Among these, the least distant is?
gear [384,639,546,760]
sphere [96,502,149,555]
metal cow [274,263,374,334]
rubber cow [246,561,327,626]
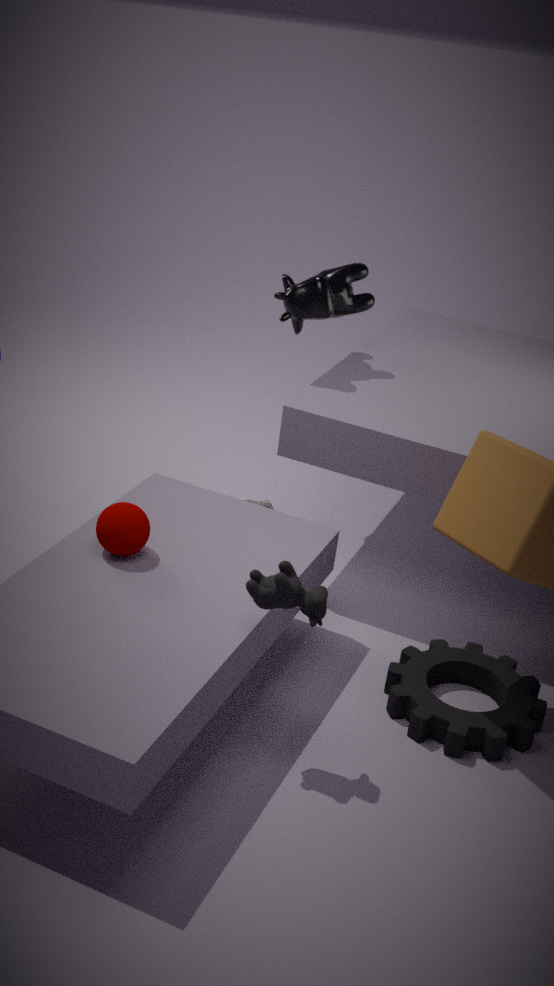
rubber cow [246,561,327,626]
